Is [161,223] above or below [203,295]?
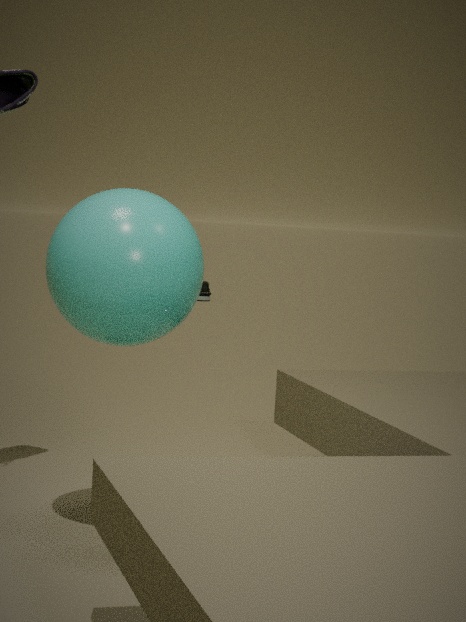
above
